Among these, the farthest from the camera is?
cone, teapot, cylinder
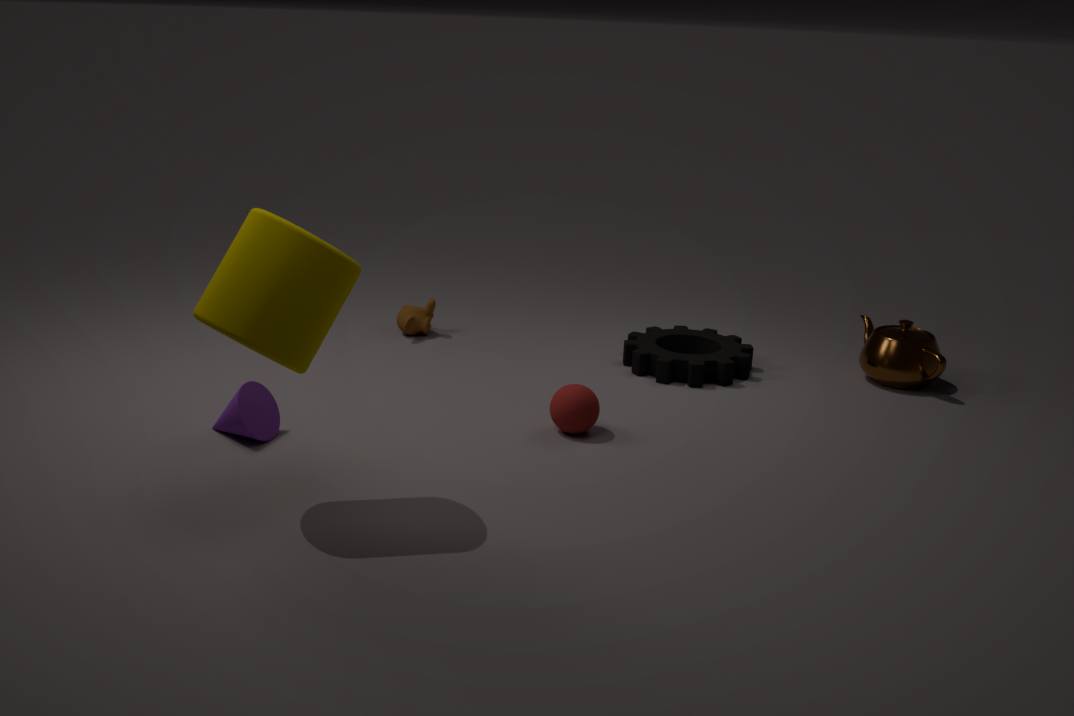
teapot
